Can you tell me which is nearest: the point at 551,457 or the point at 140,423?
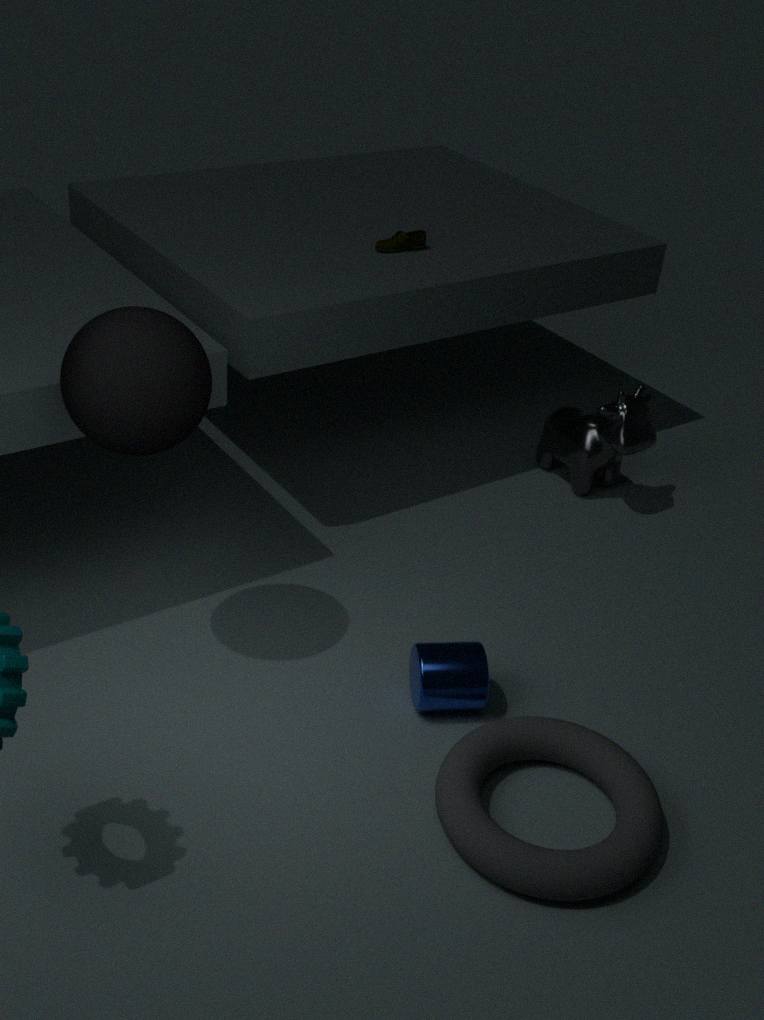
the point at 140,423
